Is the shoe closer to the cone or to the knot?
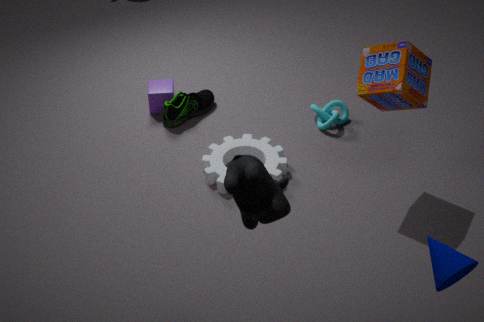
the knot
